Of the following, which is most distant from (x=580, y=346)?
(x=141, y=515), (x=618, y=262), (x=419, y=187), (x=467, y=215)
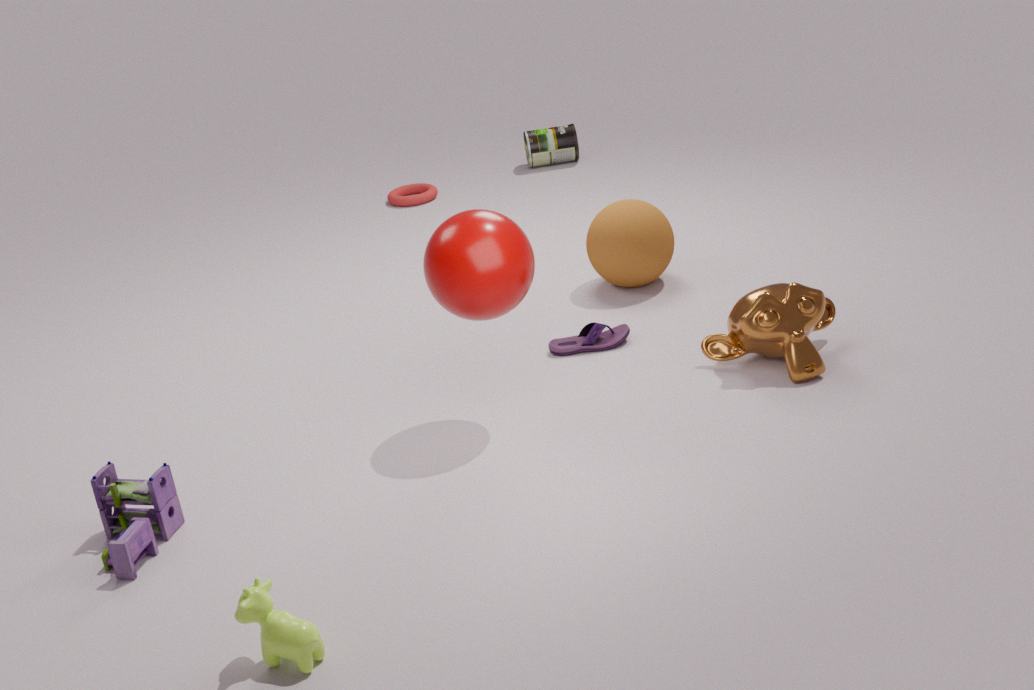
(x=419, y=187)
